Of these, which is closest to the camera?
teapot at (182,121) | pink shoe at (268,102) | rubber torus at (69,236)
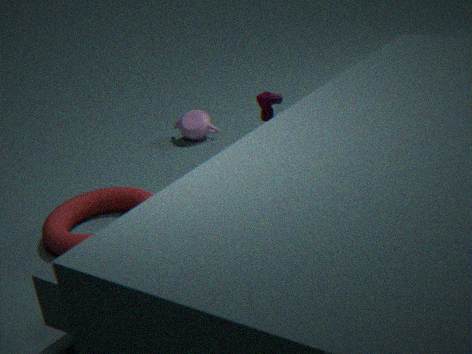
pink shoe at (268,102)
